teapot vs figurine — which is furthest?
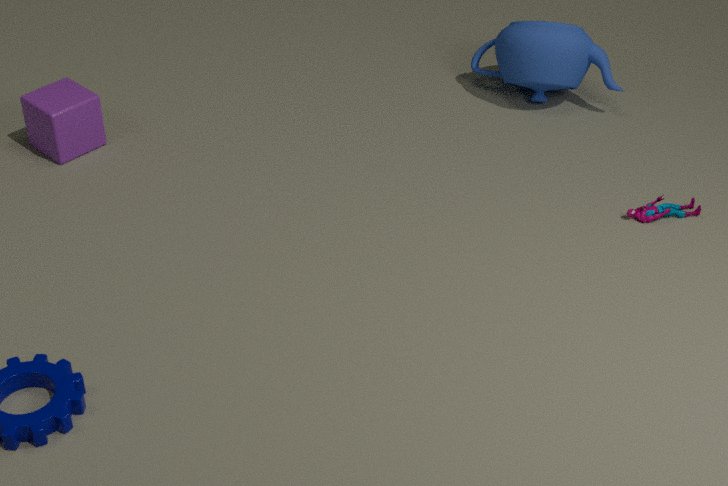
teapot
